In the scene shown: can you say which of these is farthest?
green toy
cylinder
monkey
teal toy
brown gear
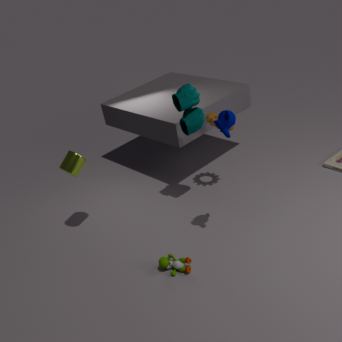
brown gear
